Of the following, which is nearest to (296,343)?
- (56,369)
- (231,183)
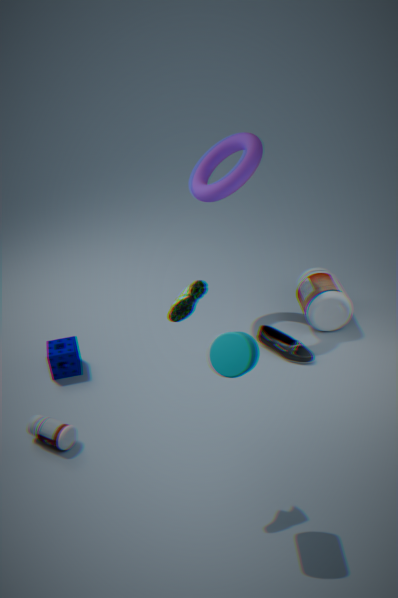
(231,183)
